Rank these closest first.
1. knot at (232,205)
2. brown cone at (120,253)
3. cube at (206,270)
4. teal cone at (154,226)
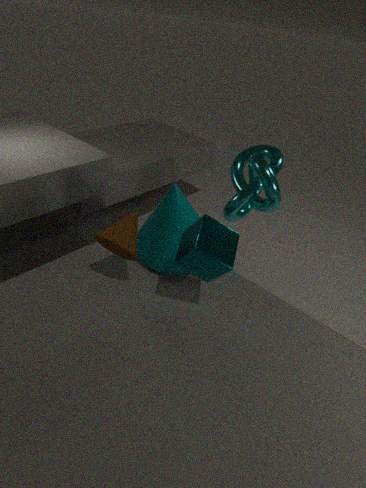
cube at (206,270)
brown cone at (120,253)
teal cone at (154,226)
knot at (232,205)
